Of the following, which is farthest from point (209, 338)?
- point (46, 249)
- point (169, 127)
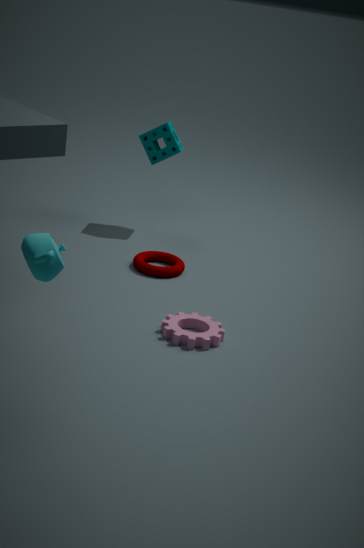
point (169, 127)
